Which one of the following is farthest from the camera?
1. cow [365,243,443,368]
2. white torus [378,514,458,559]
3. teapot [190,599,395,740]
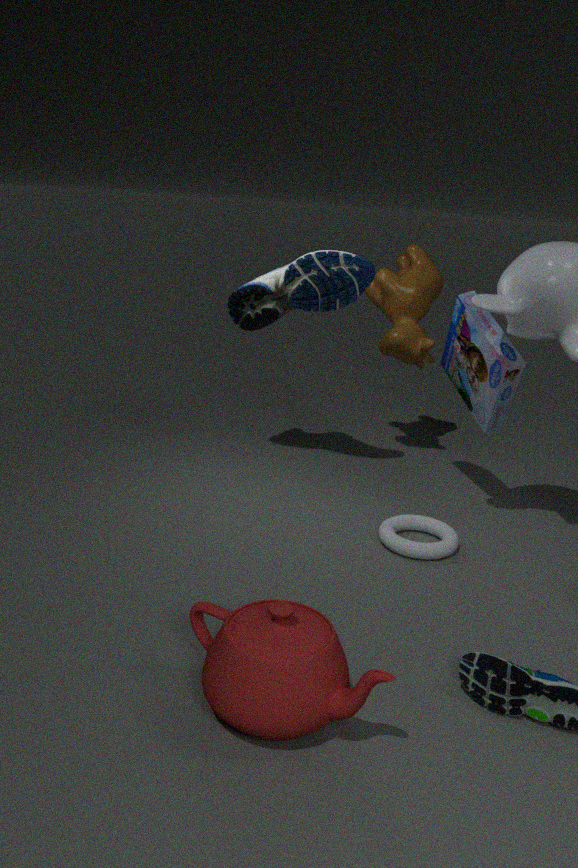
cow [365,243,443,368]
